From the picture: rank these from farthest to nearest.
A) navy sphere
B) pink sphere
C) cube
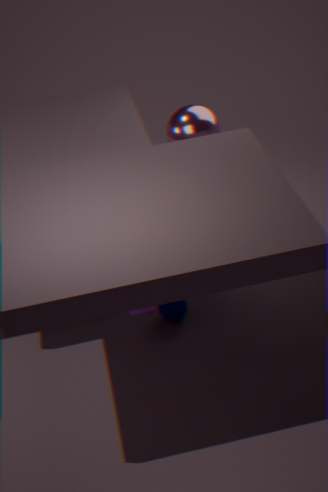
pink sphere
navy sphere
cube
